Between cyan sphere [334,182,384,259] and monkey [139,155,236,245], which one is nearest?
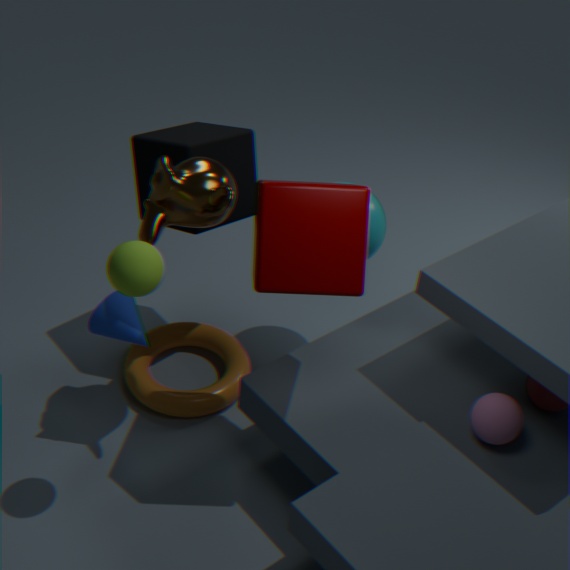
monkey [139,155,236,245]
